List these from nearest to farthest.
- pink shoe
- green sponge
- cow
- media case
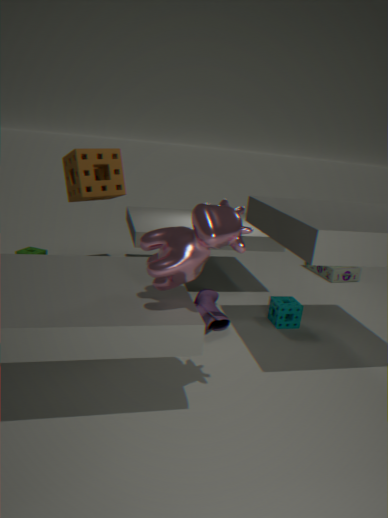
cow, pink shoe, green sponge, media case
